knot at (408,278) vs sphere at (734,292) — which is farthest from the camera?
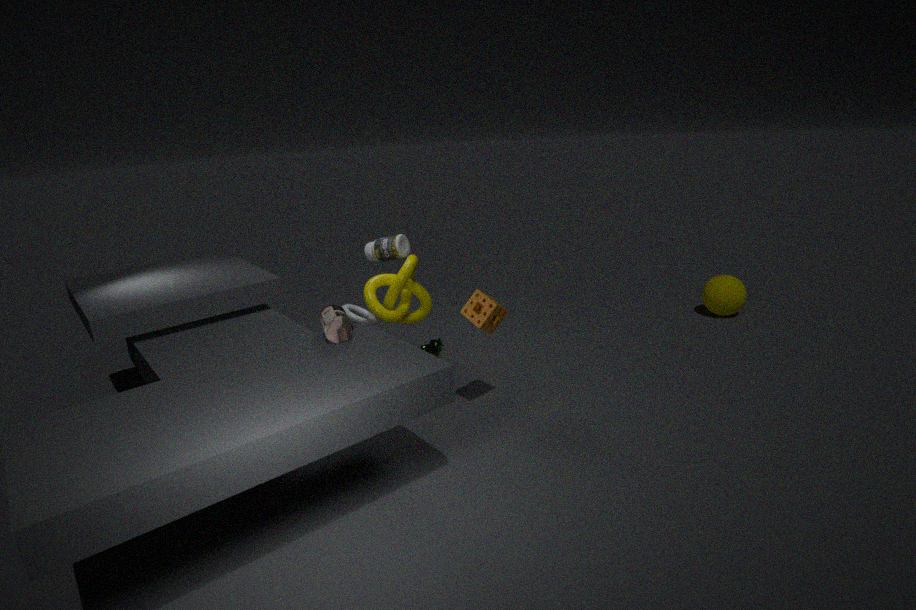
sphere at (734,292)
